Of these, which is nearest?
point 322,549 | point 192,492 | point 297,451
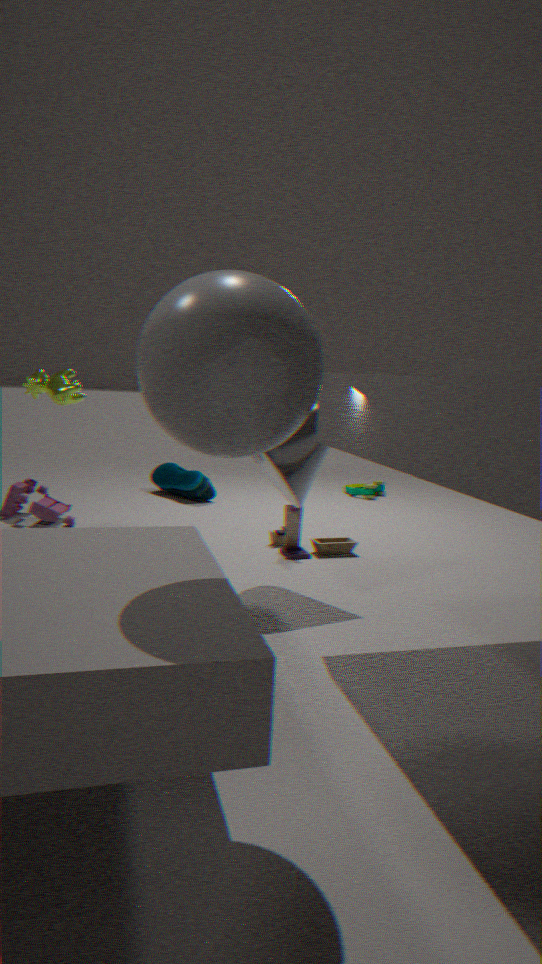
point 297,451
